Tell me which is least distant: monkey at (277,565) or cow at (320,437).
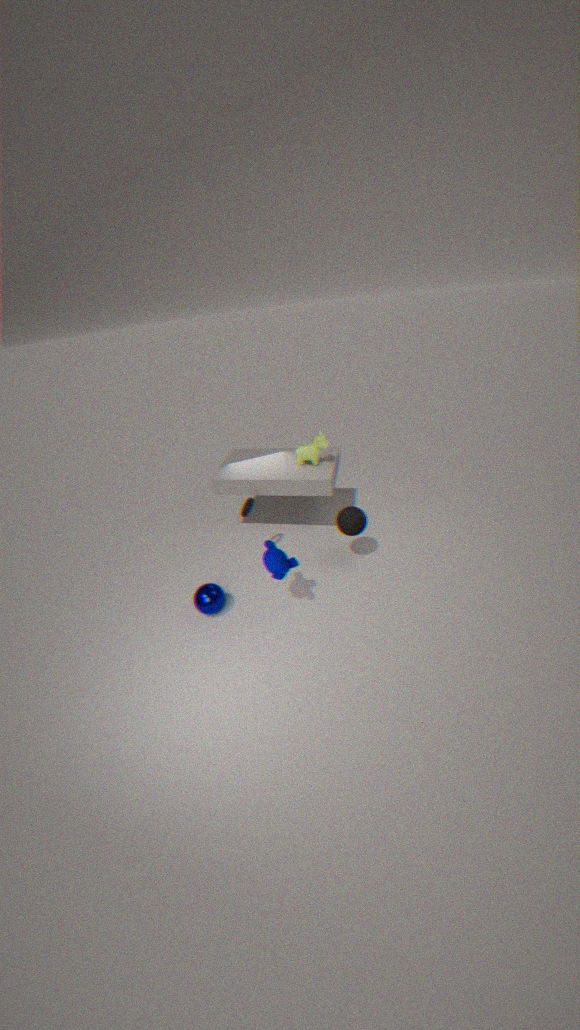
monkey at (277,565)
